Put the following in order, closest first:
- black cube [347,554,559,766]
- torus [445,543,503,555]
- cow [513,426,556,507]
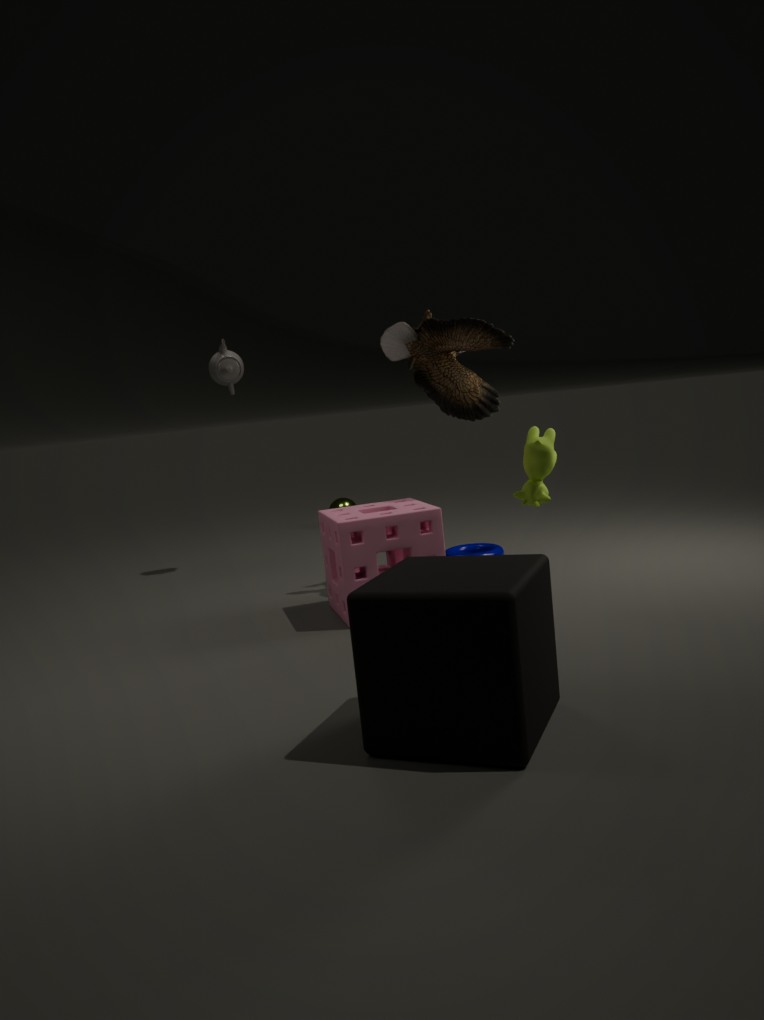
black cube [347,554,559,766], cow [513,426,556,507], torus [445,543,503,555]
